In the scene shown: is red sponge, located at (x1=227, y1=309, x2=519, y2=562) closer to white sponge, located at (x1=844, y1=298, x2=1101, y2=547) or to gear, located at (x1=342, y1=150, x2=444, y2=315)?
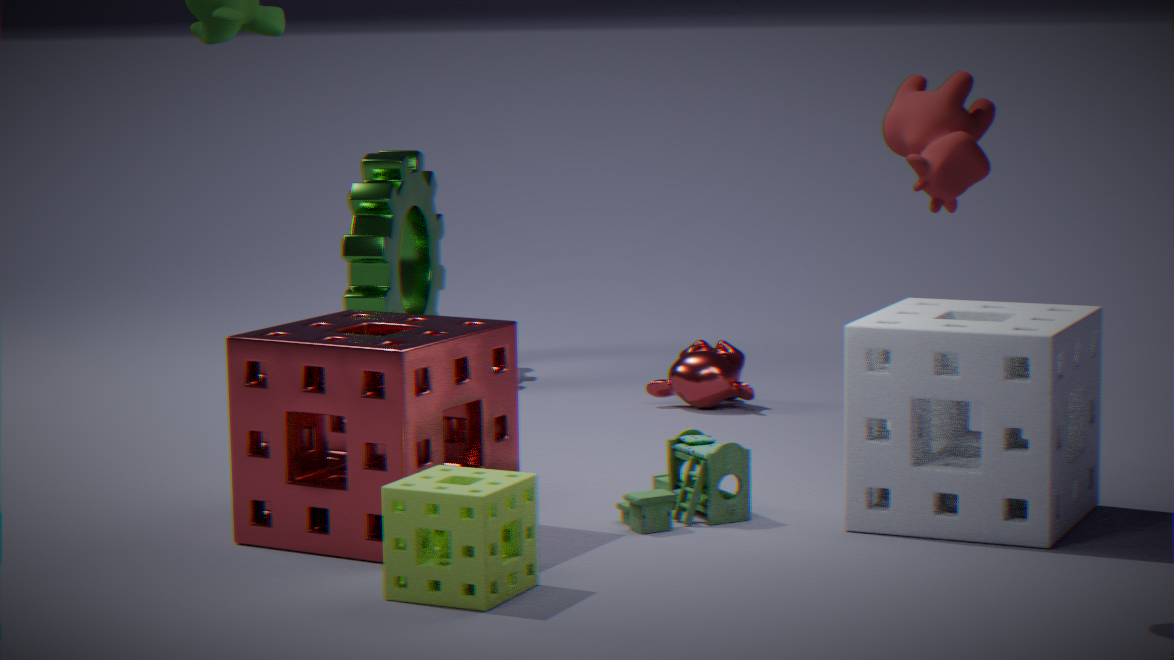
white sponge, located at (x1=844, y1=298, x2=1101, y2=547)
